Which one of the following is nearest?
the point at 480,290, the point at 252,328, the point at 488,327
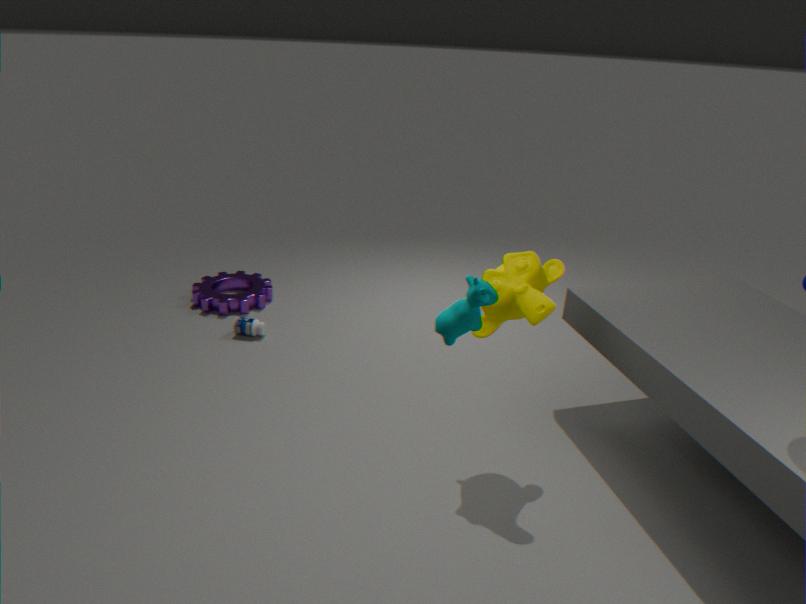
the point at 480,290
